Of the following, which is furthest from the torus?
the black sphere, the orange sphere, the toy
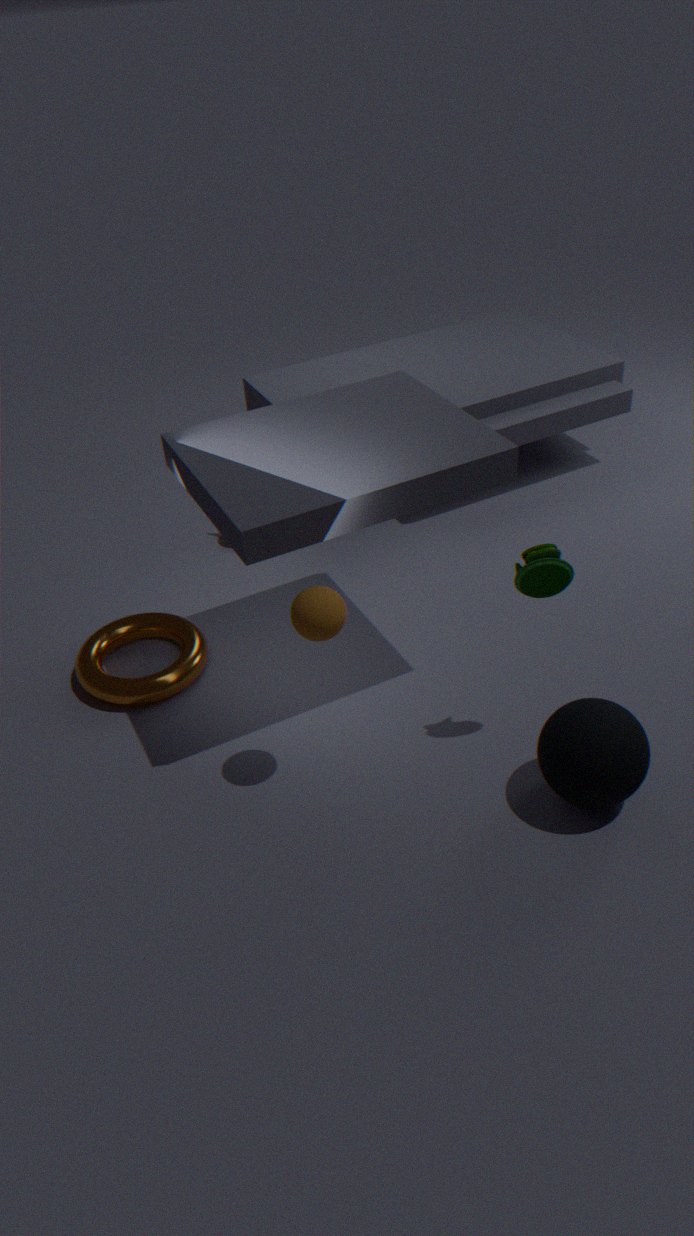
the black sphere
